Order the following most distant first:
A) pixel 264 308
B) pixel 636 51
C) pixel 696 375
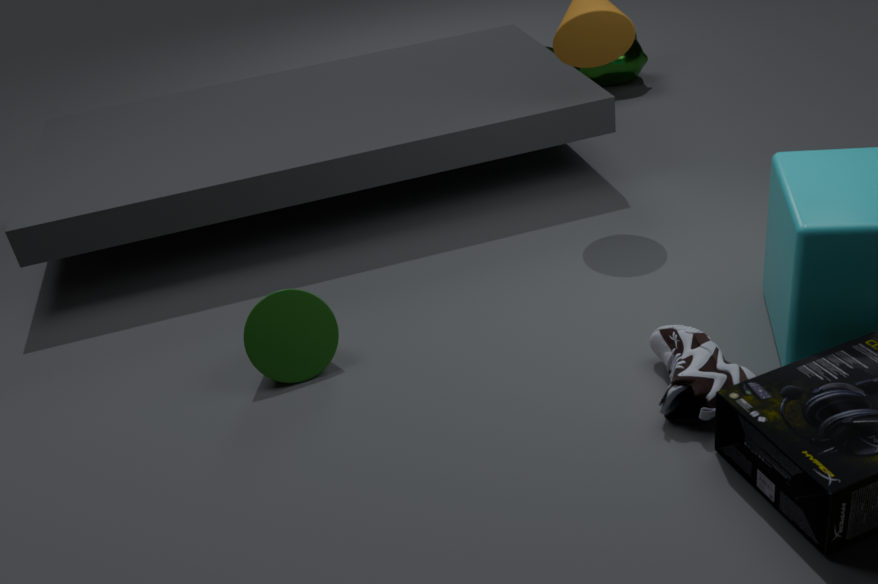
B. pixel 636 51
A. pixel 264 308
C. pixel 696 375
